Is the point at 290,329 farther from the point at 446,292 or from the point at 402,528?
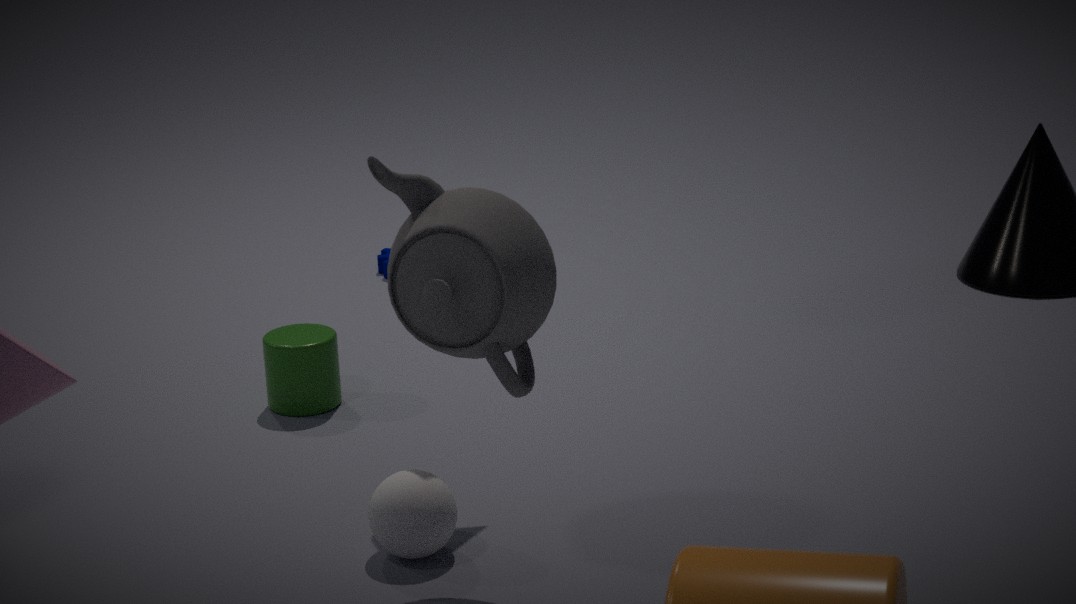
the point at 446,292
